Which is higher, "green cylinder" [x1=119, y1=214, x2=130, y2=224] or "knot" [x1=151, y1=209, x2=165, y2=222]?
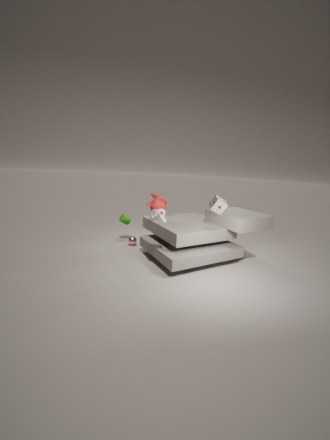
"knot" [x1=151, y1=209, x2=165, y2=222]
